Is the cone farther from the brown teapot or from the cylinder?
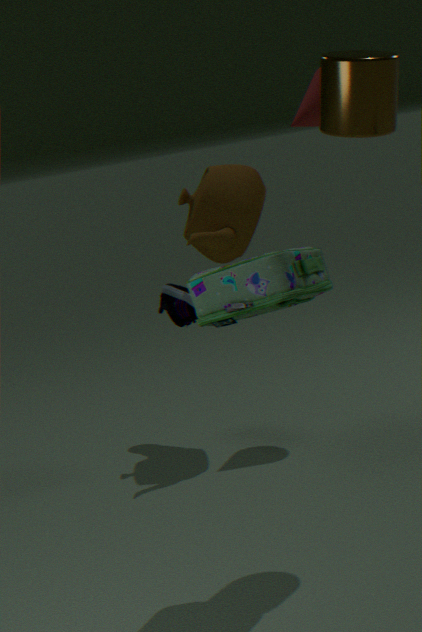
the cylinder
